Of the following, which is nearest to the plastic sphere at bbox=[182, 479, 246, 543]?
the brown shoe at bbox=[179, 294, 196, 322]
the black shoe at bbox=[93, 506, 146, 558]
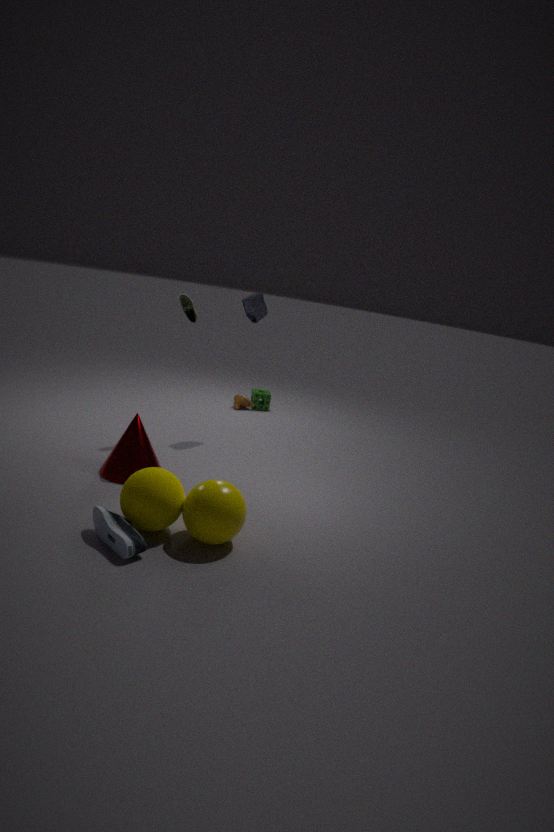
the black shoe at bbox=[93, 506, 146, 558]
